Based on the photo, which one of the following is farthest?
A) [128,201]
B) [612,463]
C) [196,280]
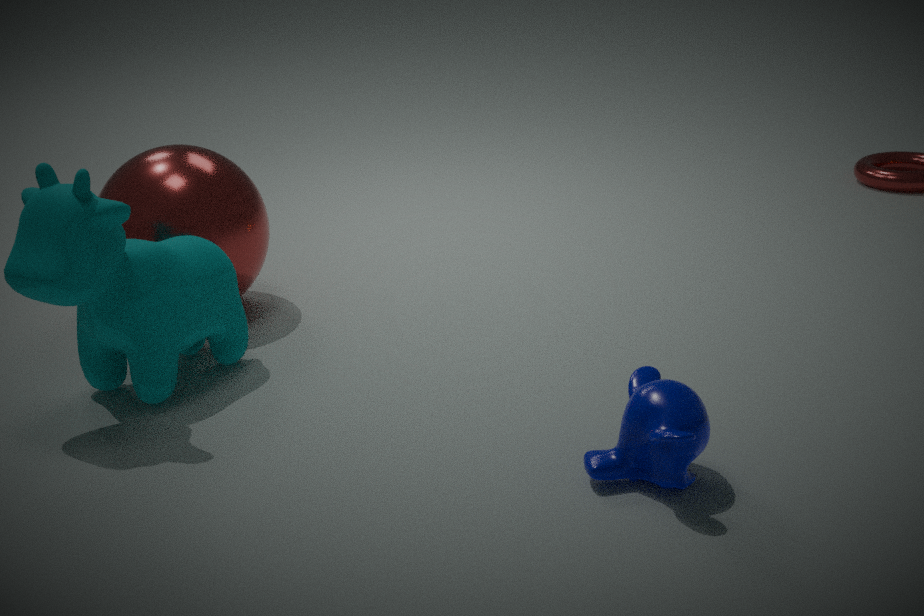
A. [128,201]
